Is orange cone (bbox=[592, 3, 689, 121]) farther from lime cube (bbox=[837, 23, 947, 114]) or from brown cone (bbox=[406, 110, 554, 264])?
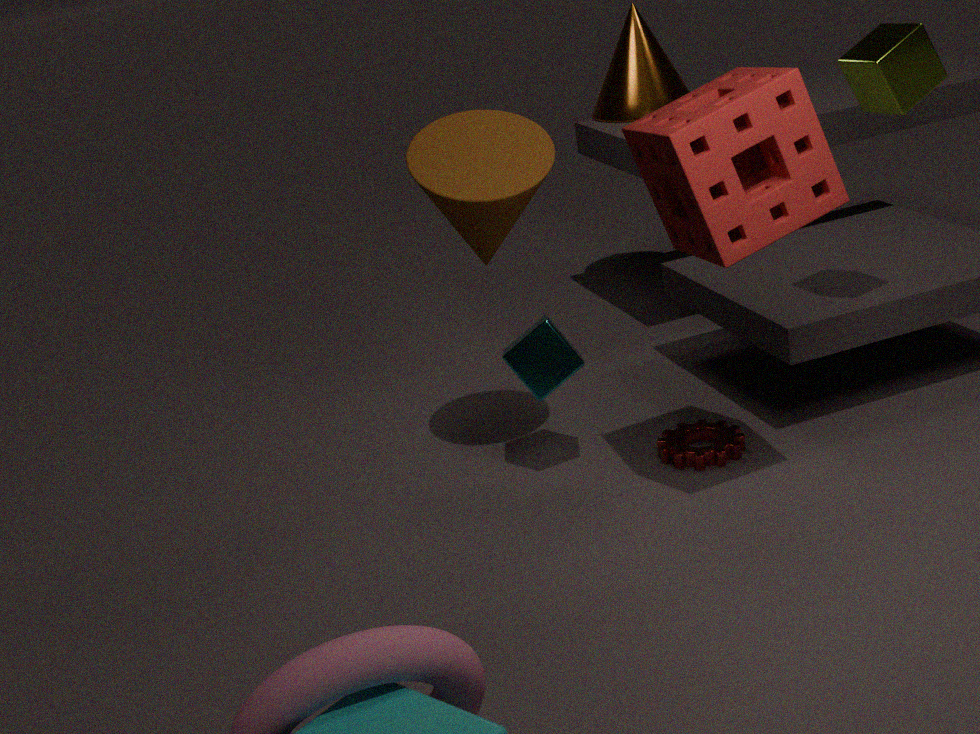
lime cube (bbox=[837, 23, 947, 114])
